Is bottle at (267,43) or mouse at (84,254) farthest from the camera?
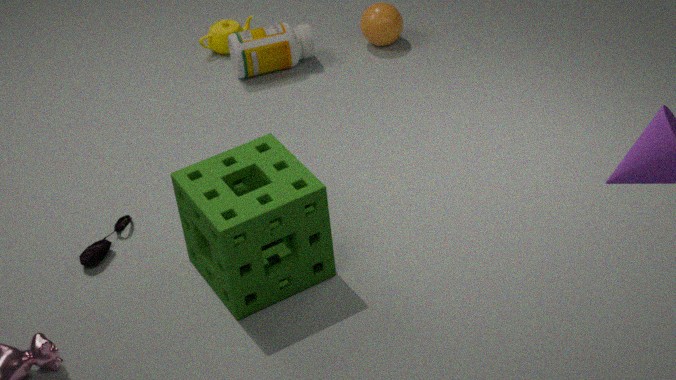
bottle at (267,43)
